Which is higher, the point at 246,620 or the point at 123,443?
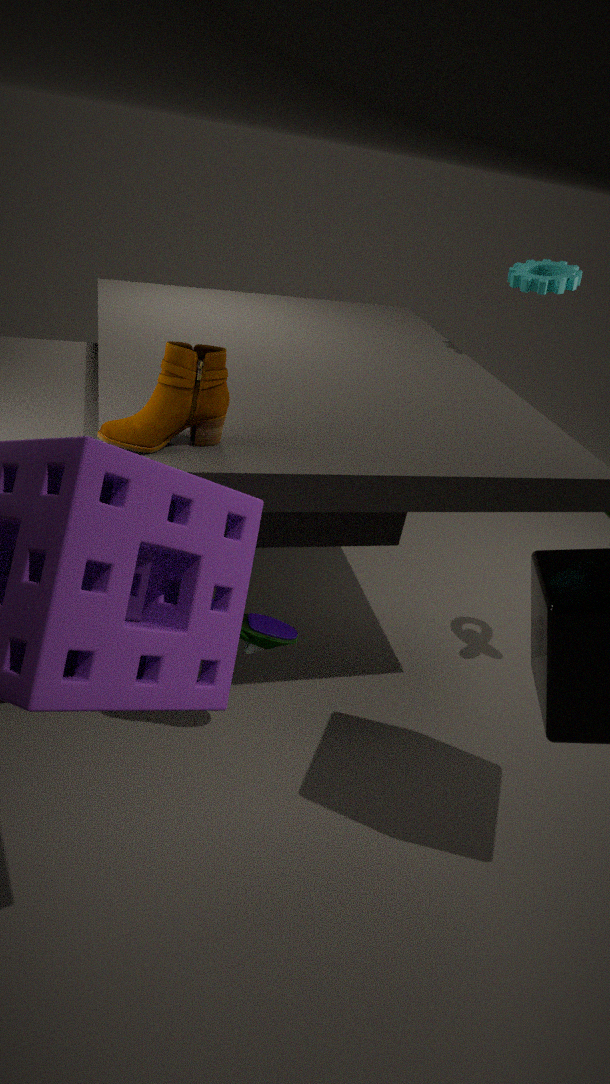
the point at 123,443
